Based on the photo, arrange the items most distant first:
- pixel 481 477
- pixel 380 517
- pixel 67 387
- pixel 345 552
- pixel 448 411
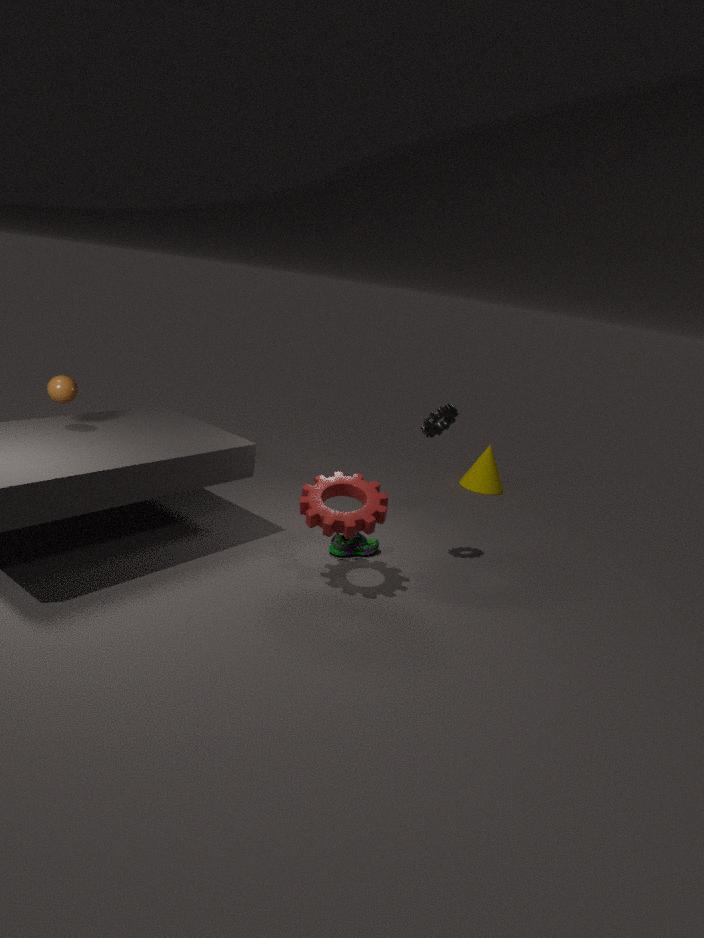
pixel 481 477
pixel 345 552
pixel 448 411
pixel 67 387
pixel 380 517
